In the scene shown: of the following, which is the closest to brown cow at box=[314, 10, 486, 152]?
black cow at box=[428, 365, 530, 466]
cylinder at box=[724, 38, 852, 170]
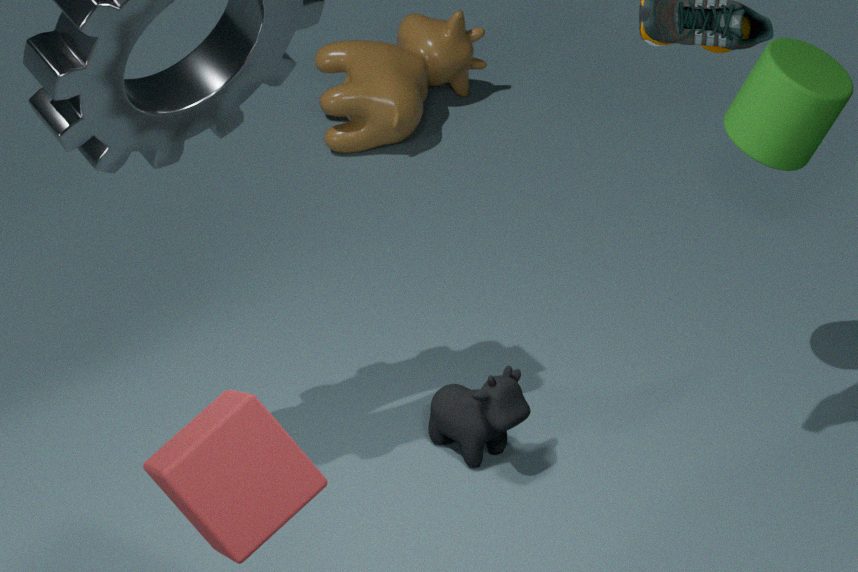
black cow at box=[428, 365, 530, 466]
